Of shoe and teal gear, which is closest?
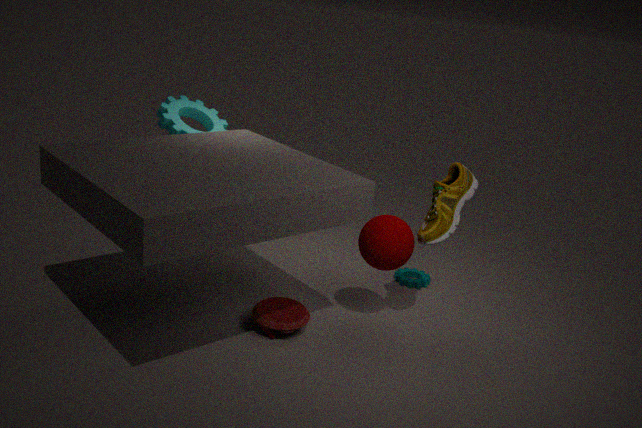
shoe
